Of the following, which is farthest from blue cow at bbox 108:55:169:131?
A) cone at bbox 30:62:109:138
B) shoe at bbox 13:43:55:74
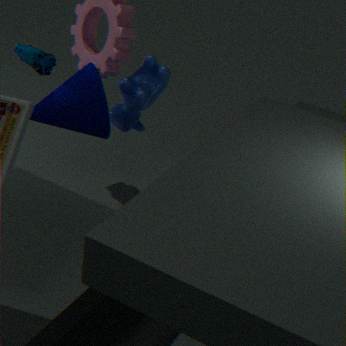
shoe at bbox 13:43:55:74
